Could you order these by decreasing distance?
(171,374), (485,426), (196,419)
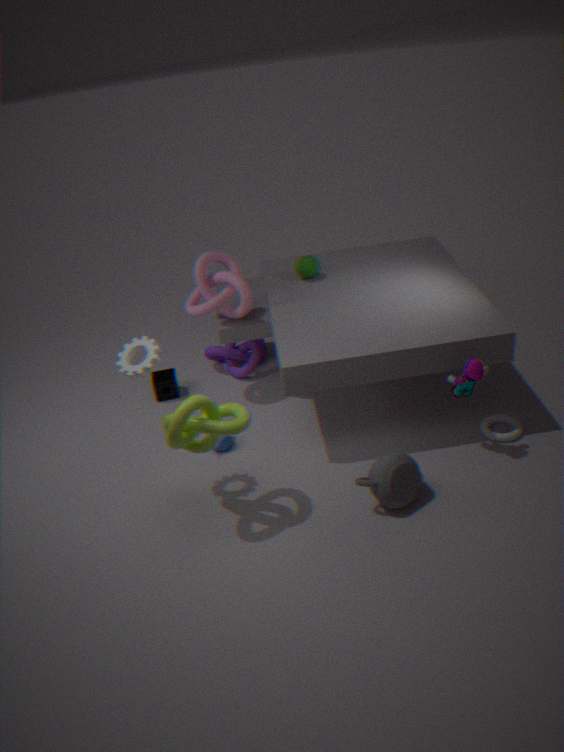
(171,374), (485,426), (196,419)
